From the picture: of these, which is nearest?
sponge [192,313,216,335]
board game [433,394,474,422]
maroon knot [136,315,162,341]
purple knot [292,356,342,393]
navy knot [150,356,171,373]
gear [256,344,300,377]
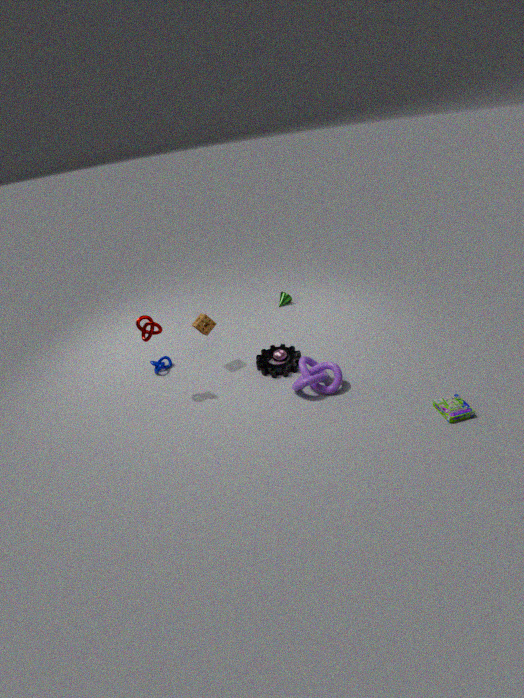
board game [433,394,474,422]
